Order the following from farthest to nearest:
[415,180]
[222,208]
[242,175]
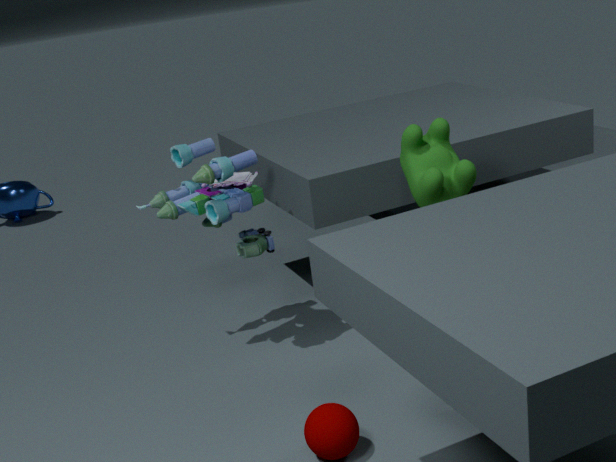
[242,175]
[222,208]
[415,180]
